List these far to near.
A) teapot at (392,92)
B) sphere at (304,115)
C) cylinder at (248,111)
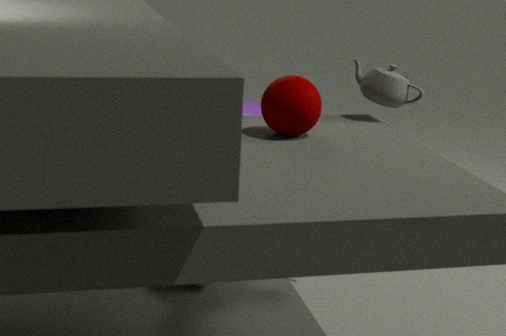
cylinder at (248,111) → teapot at (392,92) → sphere at (304,115)
